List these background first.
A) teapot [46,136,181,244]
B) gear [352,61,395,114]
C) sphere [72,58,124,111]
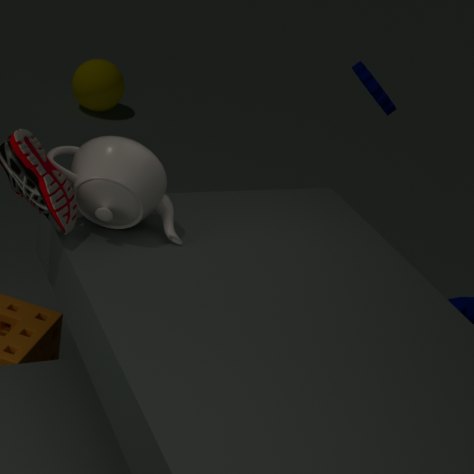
1. sphere [72,58,124,111]
2. gear [352,61,395,114]
3. teapot [46,136,181,244]
